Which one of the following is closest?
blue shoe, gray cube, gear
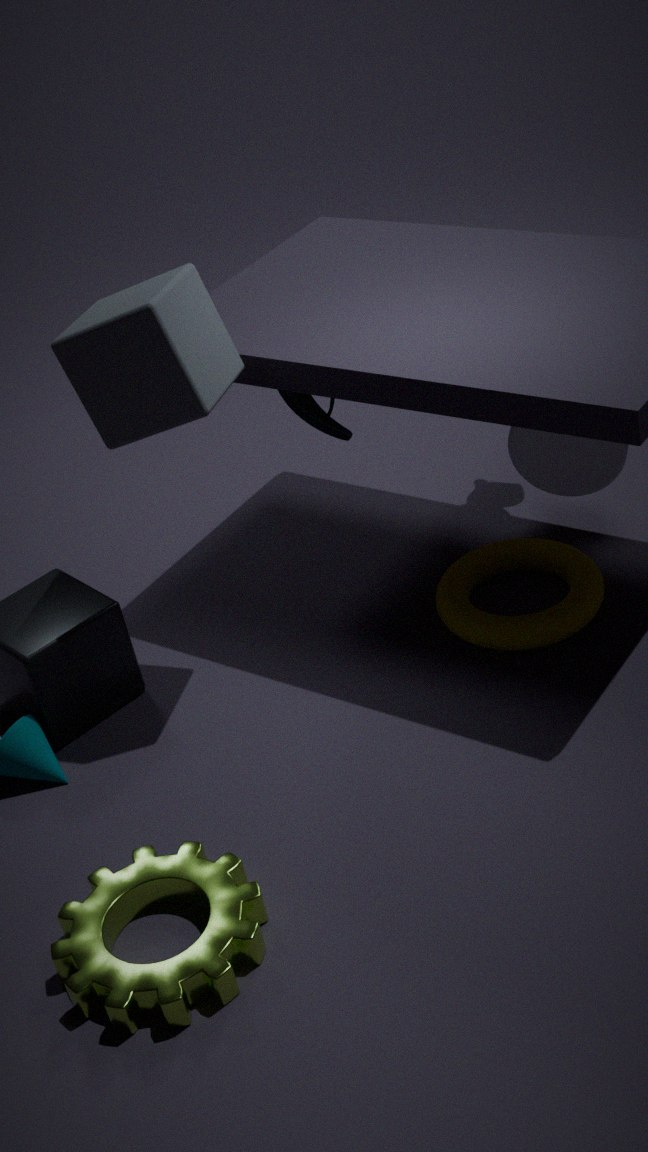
gear
